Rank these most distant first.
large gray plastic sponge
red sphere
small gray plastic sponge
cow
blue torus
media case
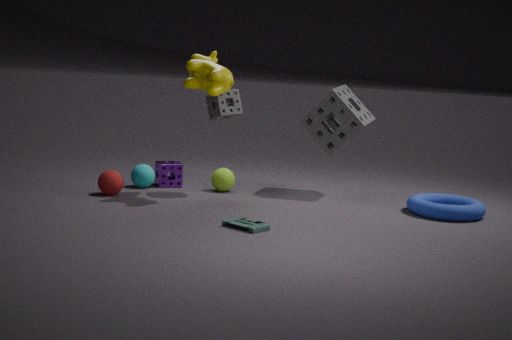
large gray plastic sponge, small gray plastic sponge, red sphere, blue torus, cow, media case
